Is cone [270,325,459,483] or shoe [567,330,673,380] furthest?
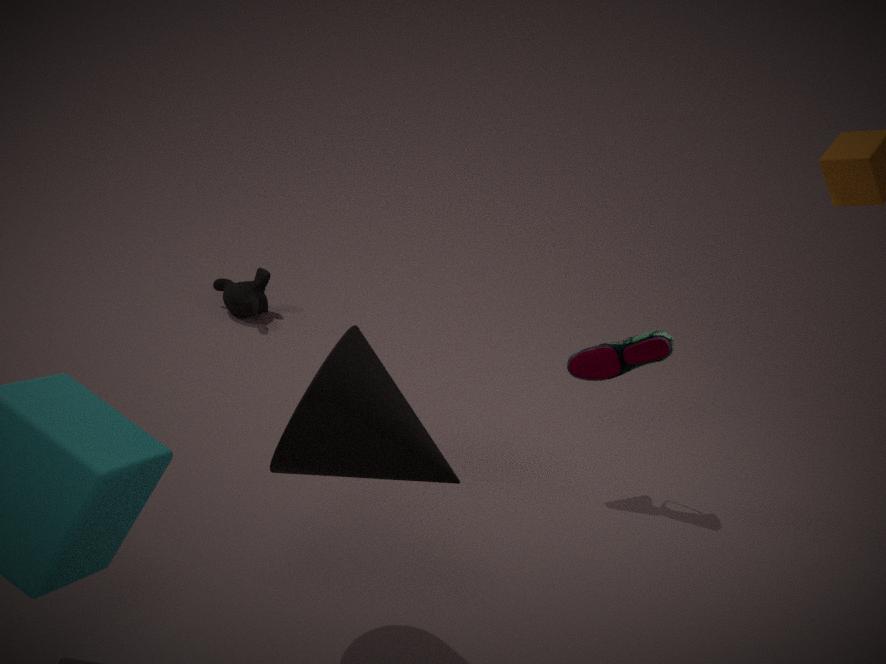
shoe [567,330,673,380]
